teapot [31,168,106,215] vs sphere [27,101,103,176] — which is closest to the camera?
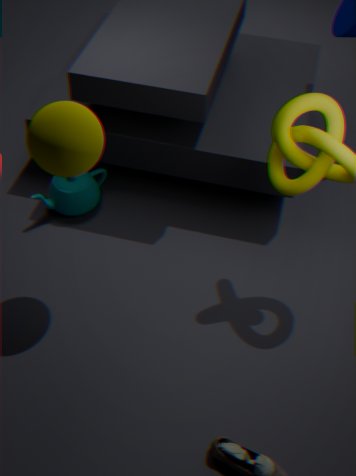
sphere [27,101,103,176]
